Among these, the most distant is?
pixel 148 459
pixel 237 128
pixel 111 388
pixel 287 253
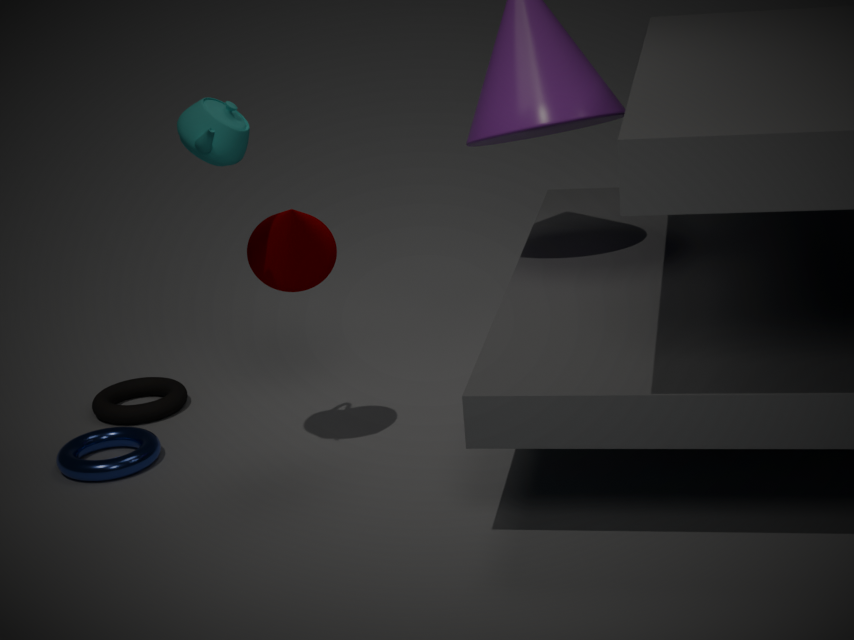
pixel 111 388
